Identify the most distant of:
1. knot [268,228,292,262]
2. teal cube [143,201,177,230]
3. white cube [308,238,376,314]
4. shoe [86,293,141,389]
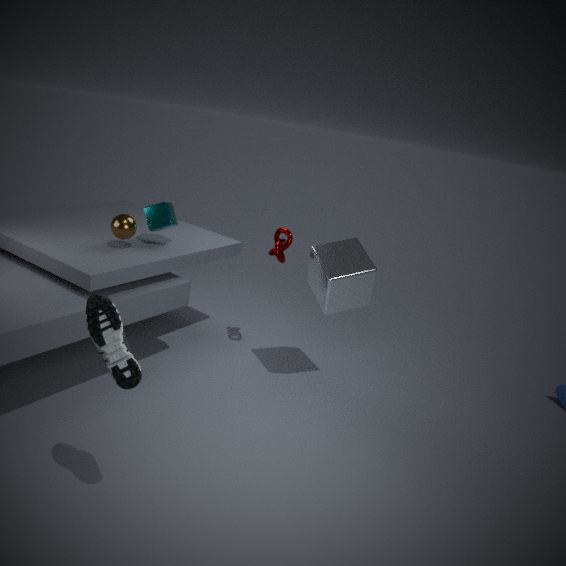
knot [268,228,292,262]
